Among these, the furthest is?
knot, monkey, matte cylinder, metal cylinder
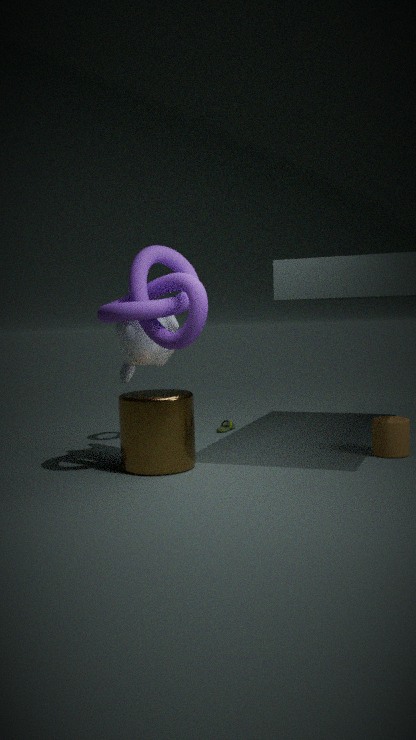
matte cylinder
